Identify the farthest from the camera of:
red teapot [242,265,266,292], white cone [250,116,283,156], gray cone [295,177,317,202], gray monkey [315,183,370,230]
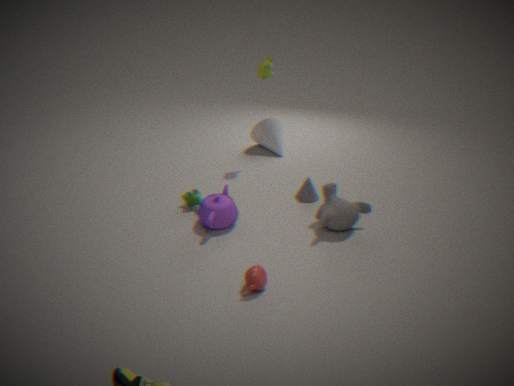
white cone [250,116,283,156]
